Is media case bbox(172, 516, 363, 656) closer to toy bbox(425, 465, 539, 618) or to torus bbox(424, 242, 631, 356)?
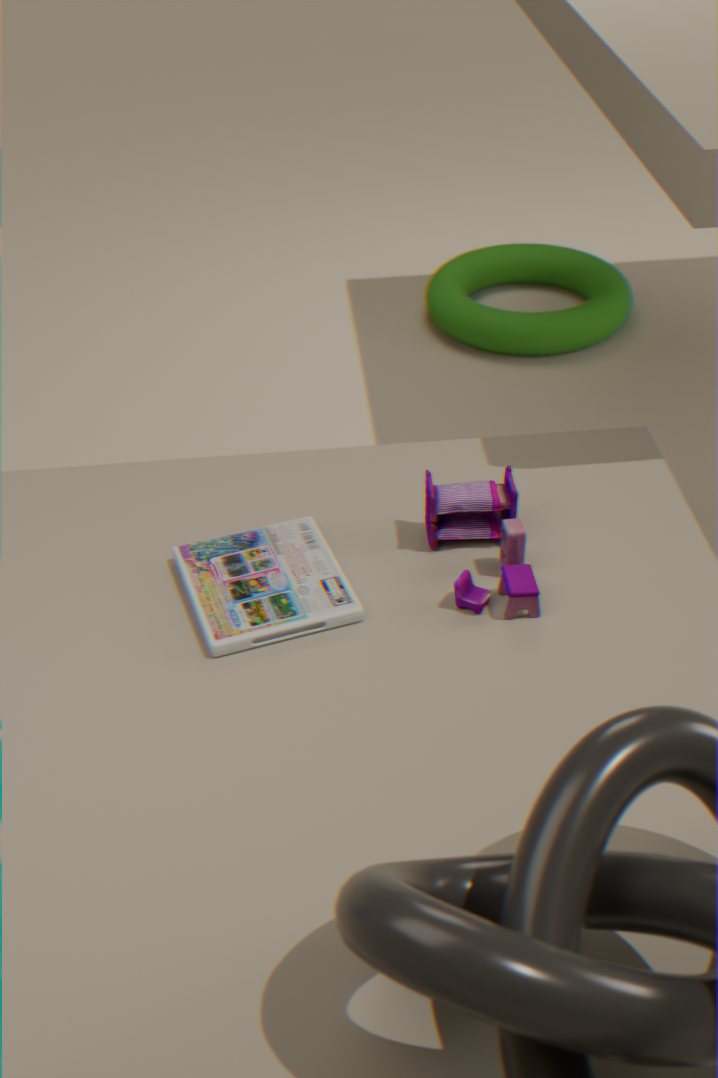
toy bbox(425, 465, 539, 618)
